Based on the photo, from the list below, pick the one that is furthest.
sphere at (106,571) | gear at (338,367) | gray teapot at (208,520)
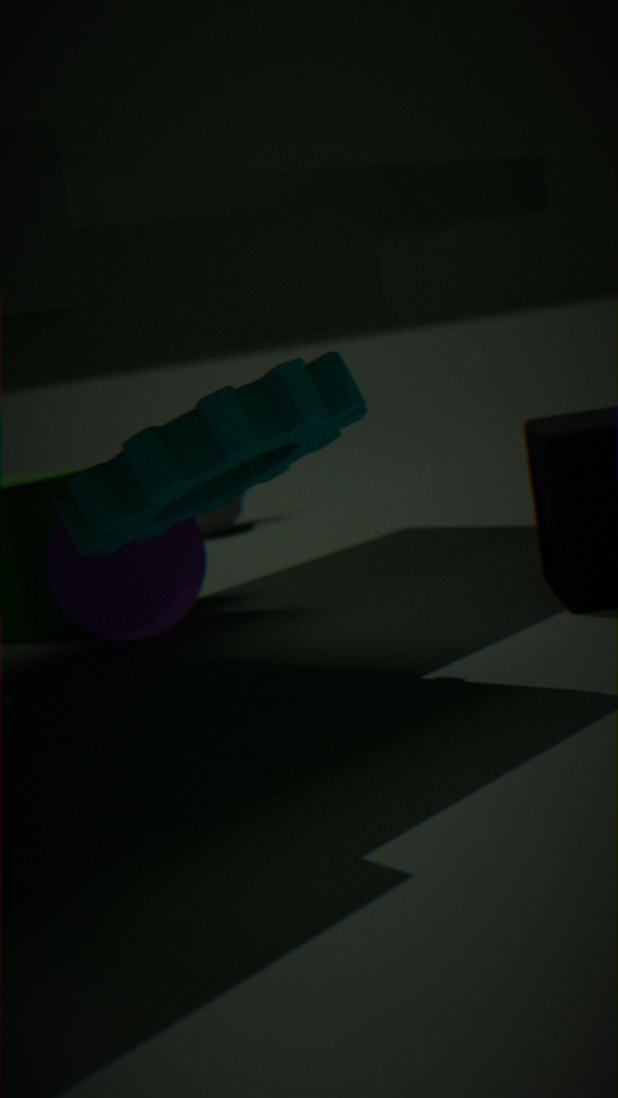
gray teapot at (208,520)
